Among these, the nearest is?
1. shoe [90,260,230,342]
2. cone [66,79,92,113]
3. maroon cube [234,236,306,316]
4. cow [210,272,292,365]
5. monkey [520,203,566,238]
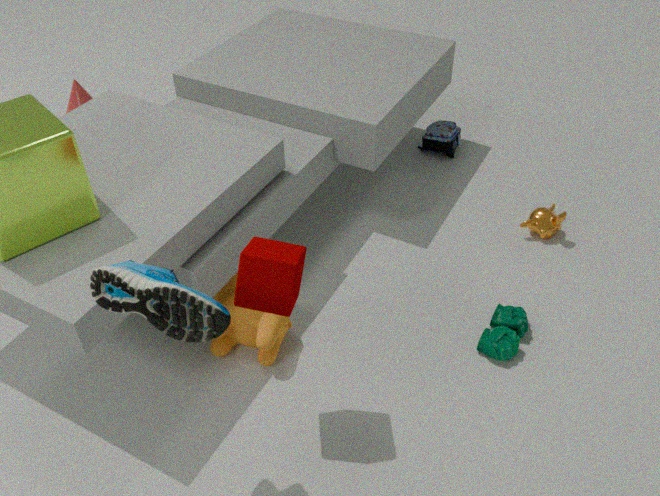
shoe [90,260,230,342]
